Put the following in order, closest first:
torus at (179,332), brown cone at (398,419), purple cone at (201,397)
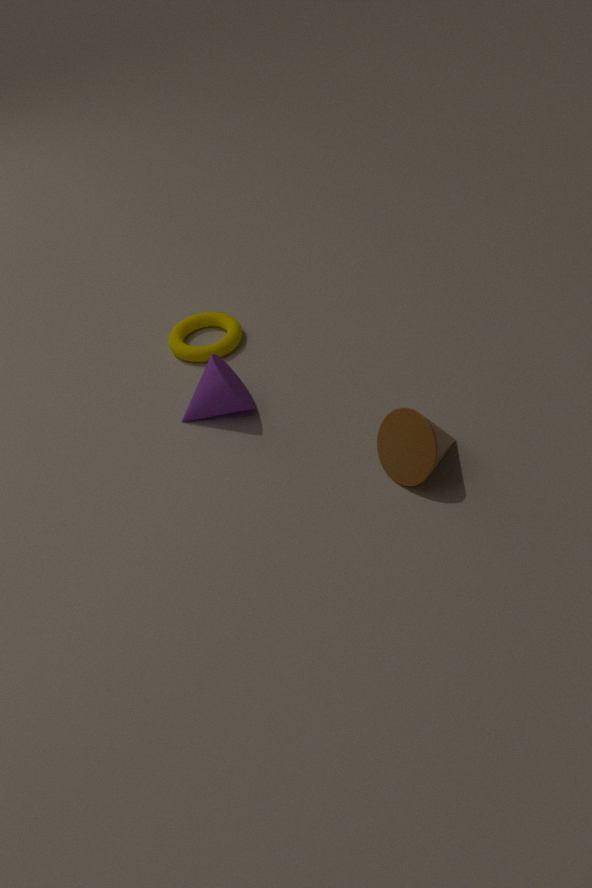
brown cone at (398,419), purple cone at (201,397), torus at (179,332)
